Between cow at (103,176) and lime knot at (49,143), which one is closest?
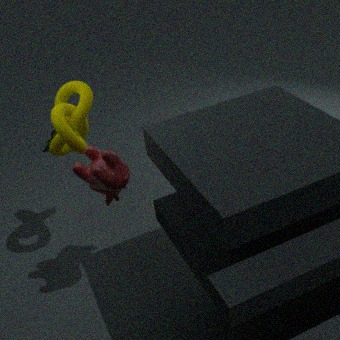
cow at (103,176)
